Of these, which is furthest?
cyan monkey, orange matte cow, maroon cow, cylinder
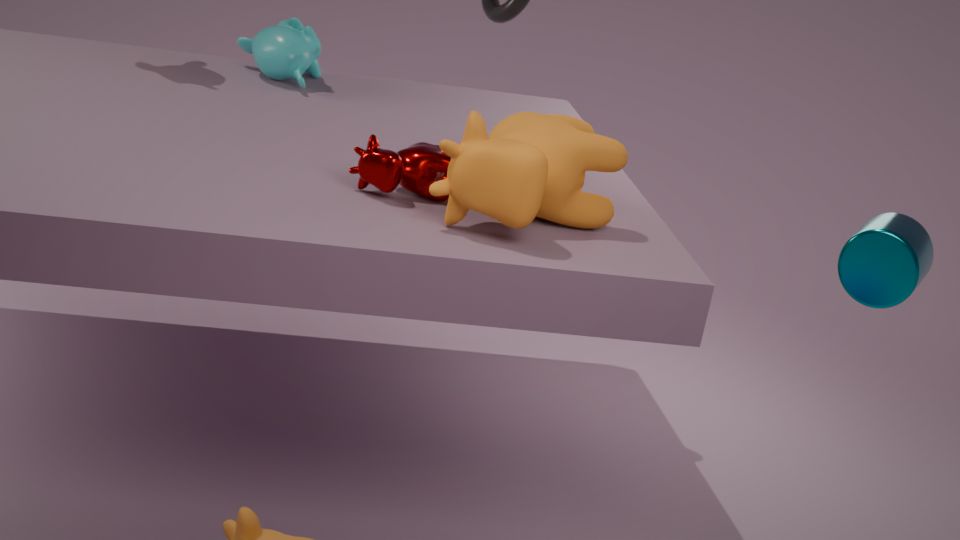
cyan monkey
